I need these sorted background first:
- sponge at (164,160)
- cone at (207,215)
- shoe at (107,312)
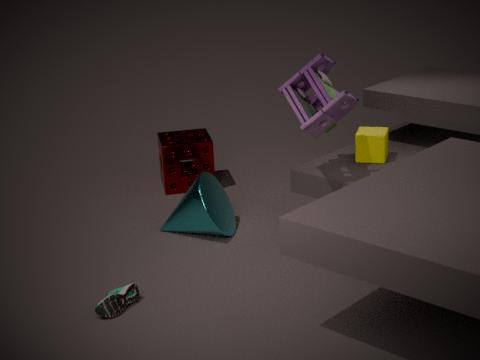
sponge at (164,160), cone at (207,215), shoe at (107,312)
